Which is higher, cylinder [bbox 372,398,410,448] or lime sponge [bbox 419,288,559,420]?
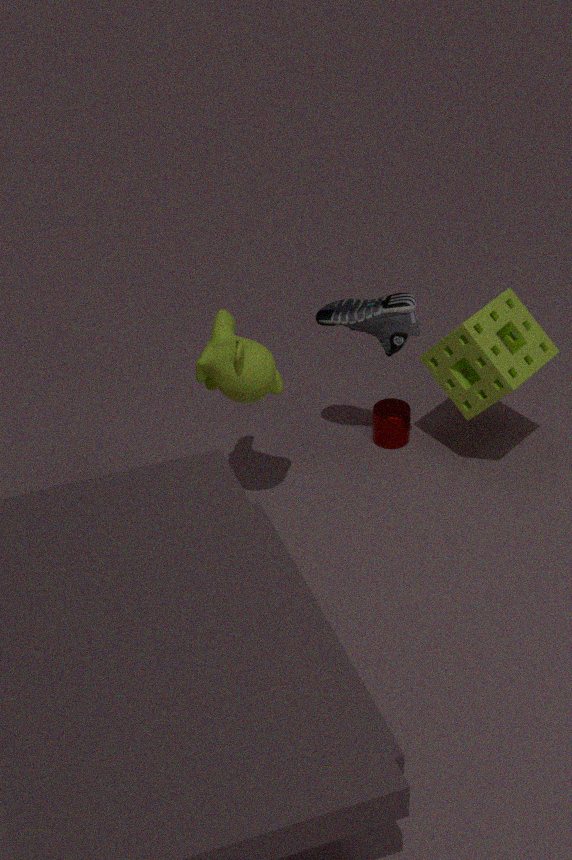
lime sponge [bbox 419,288,559,420]
